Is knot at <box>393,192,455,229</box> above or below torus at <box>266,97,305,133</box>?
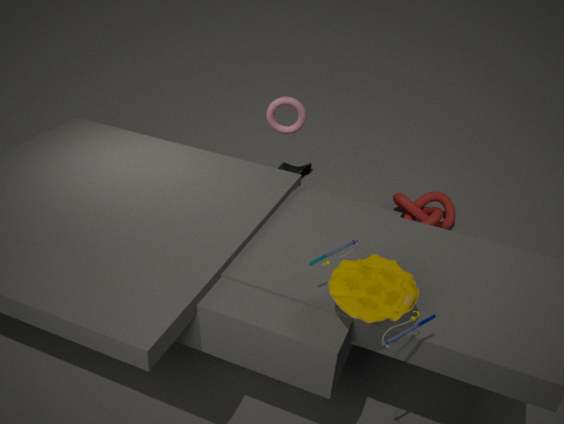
below
